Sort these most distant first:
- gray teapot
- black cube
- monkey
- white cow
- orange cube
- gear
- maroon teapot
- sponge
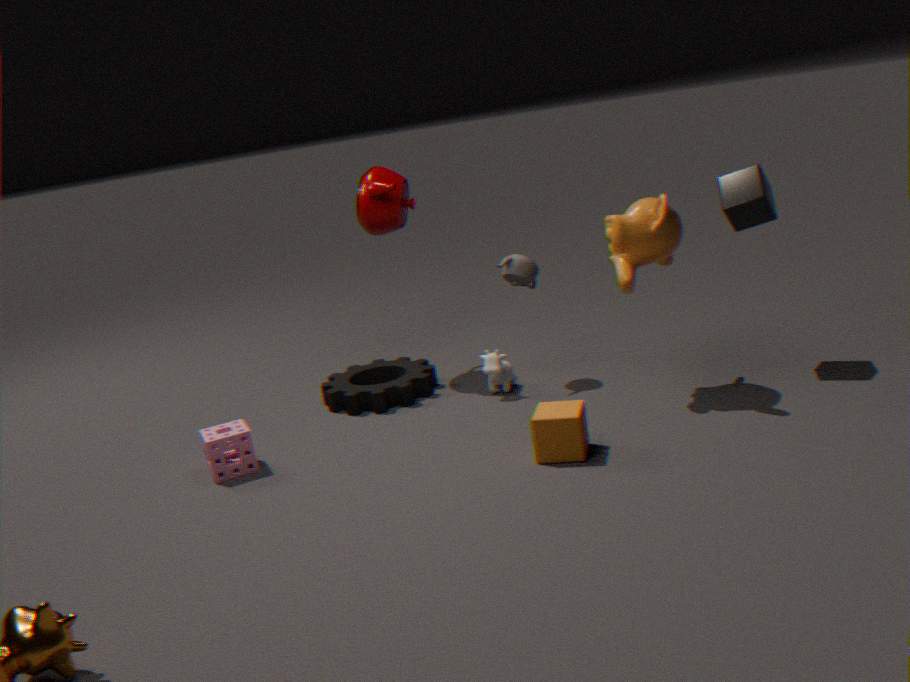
maroon teapot → gear → gray teapot → white cow → black cube → sponge → monkey → orange cube
